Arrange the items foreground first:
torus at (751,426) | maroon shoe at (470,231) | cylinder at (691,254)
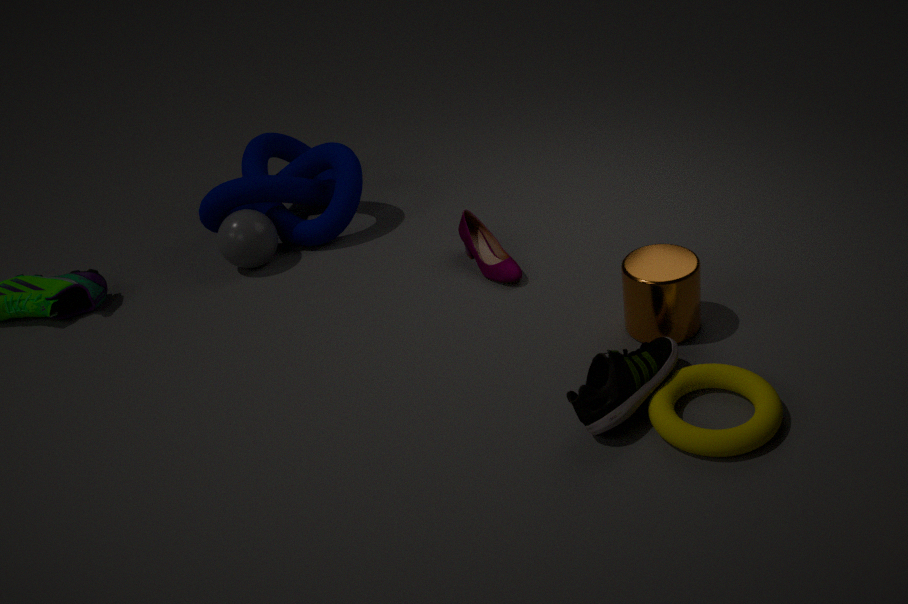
torus at (751,426) < cylinder at (691,254) < maroon shoe at (470,231)
